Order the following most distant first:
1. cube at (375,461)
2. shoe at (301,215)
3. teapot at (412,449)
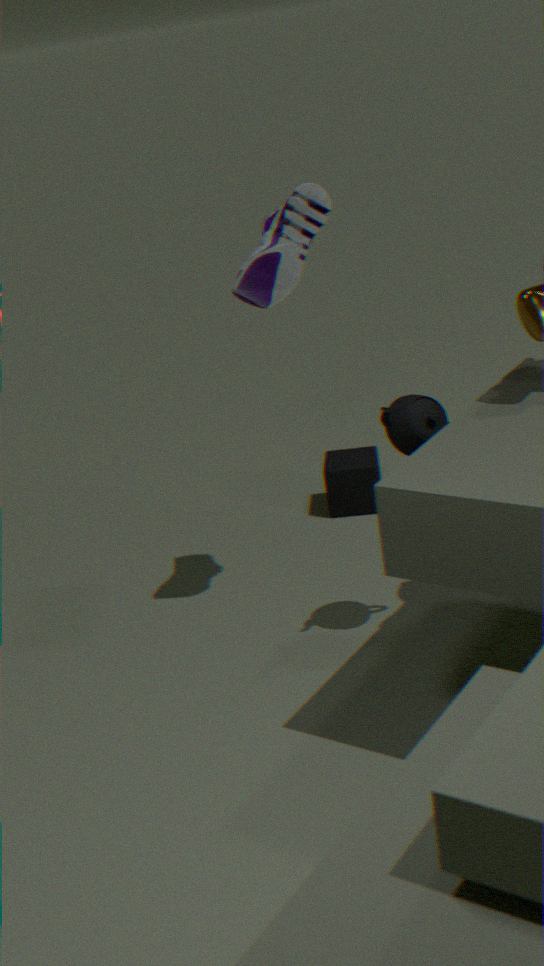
cube at (375,461) → shoe at (301,215) → teapot at (412,449)
